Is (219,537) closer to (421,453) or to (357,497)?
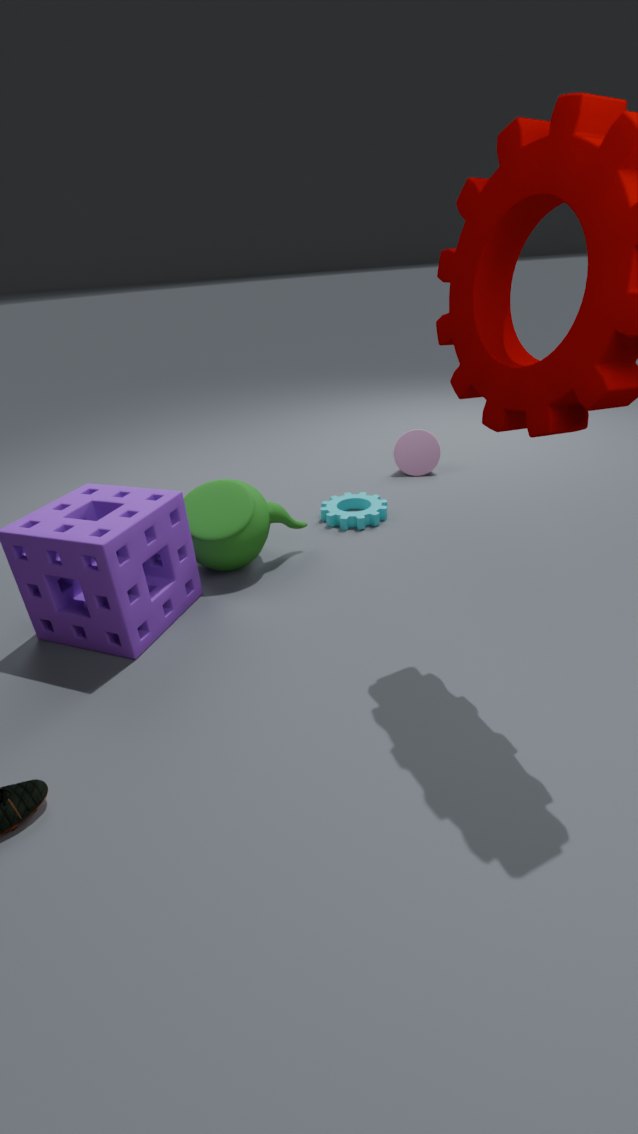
(357,497)
